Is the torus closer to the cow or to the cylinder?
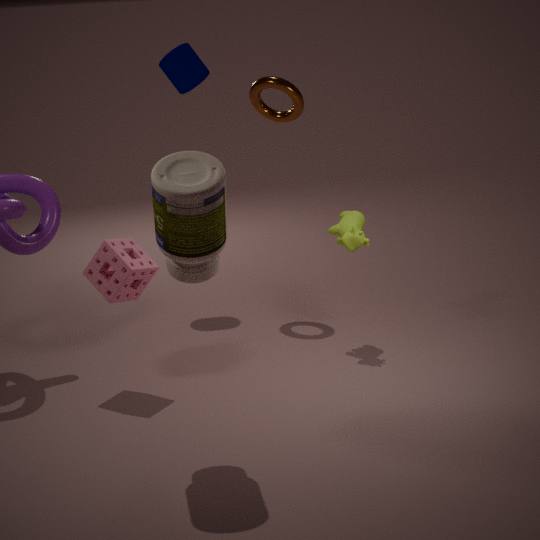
the cylinder
